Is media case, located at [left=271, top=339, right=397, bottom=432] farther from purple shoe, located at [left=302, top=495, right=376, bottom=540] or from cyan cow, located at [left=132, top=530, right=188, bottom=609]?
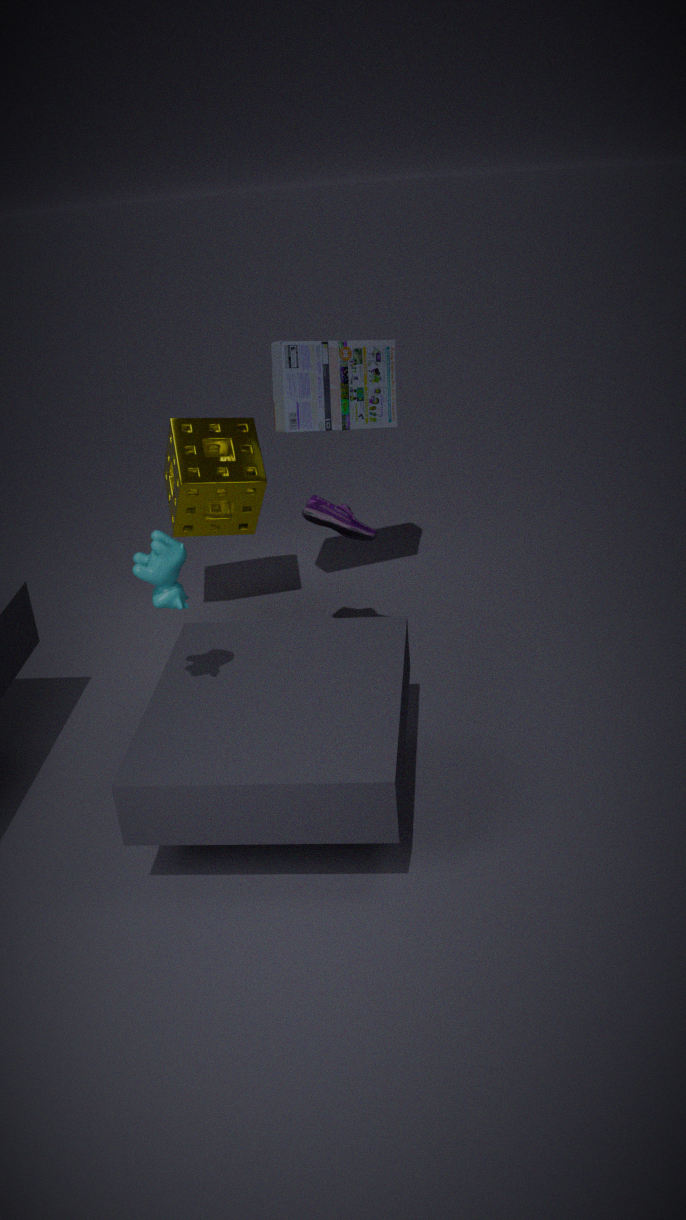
cyan cow, located at [left=132, top=530, right=188, bottom=609]
